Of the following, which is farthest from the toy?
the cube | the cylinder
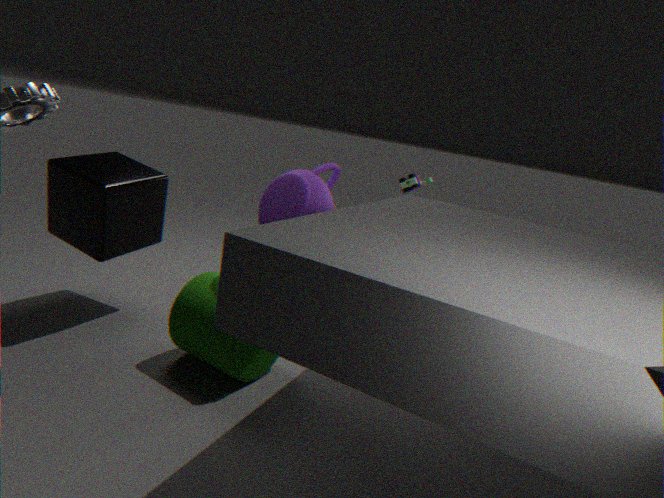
the cube
